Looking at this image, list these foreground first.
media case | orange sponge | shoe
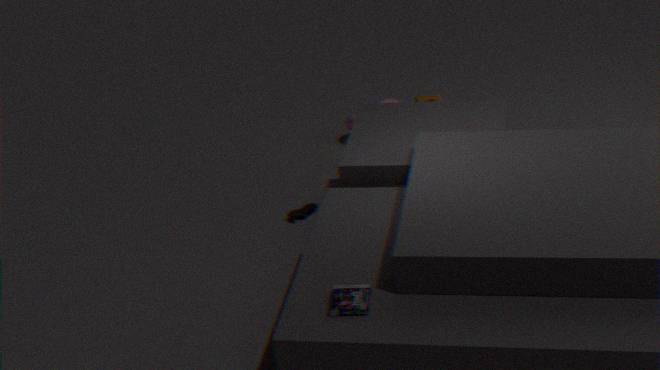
media case, shoe, orange sponge
